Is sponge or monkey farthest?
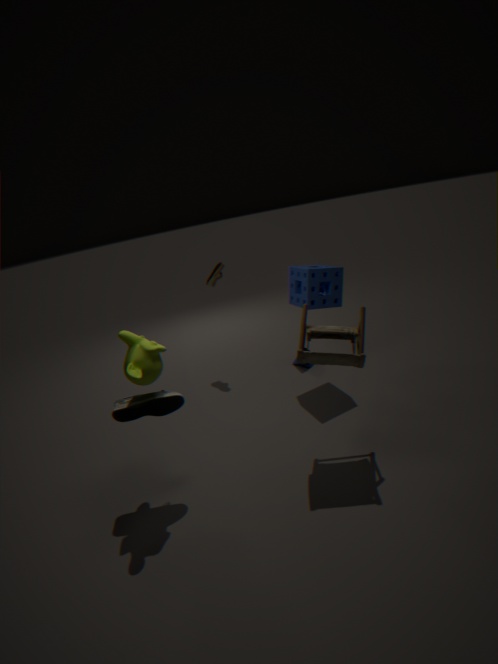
sponge
